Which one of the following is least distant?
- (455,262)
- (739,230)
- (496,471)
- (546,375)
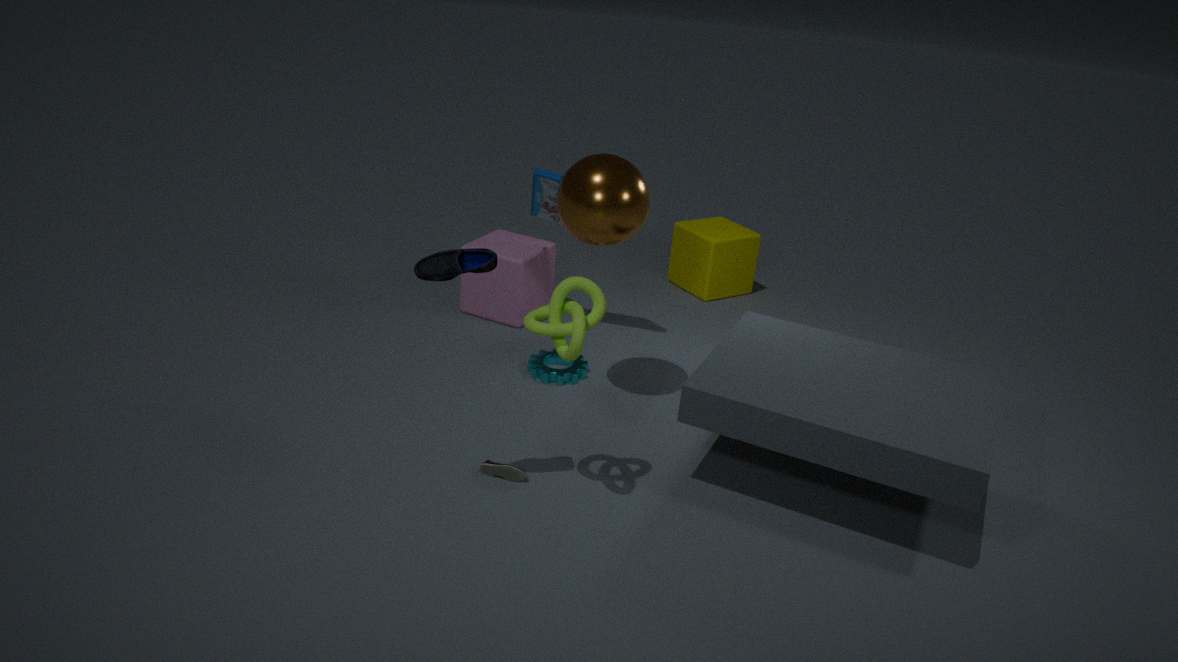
(455,262)
